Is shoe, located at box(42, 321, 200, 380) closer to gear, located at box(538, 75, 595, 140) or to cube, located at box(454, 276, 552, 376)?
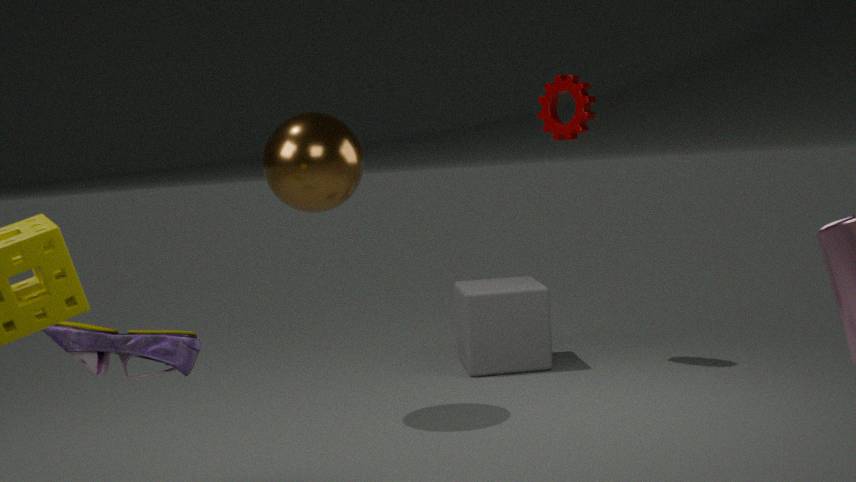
cube, located at box(454, 276, 552, 376)
